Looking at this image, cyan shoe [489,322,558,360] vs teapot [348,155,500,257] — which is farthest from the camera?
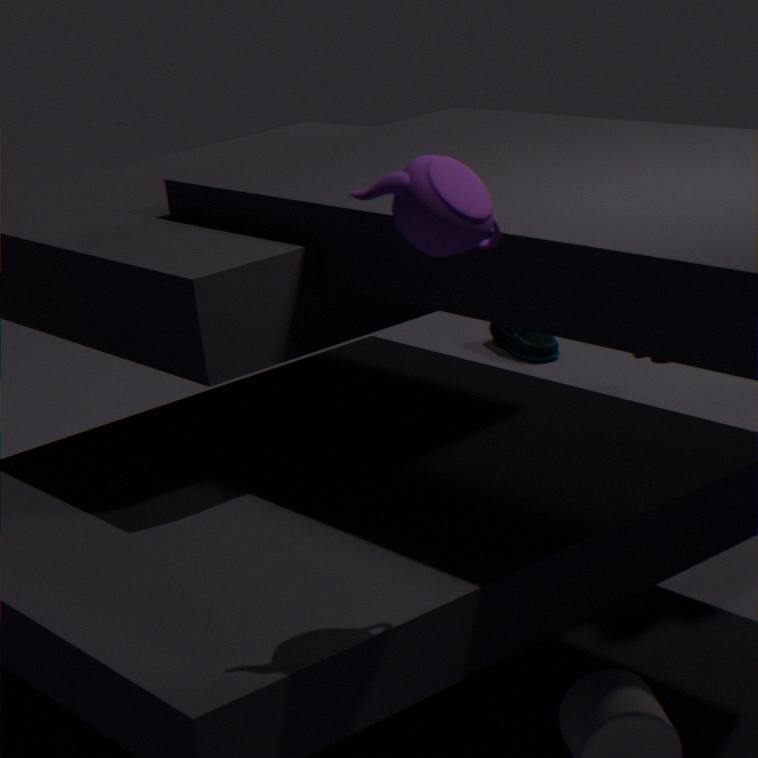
cyan shoe [489,322,558,360]
